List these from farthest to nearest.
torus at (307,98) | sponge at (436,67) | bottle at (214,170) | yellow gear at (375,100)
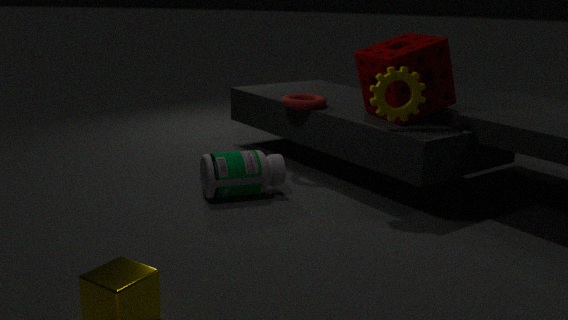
torus at (307,98), sponge at (436,67), bottle at (214,170), yellow gear at (375,100)
